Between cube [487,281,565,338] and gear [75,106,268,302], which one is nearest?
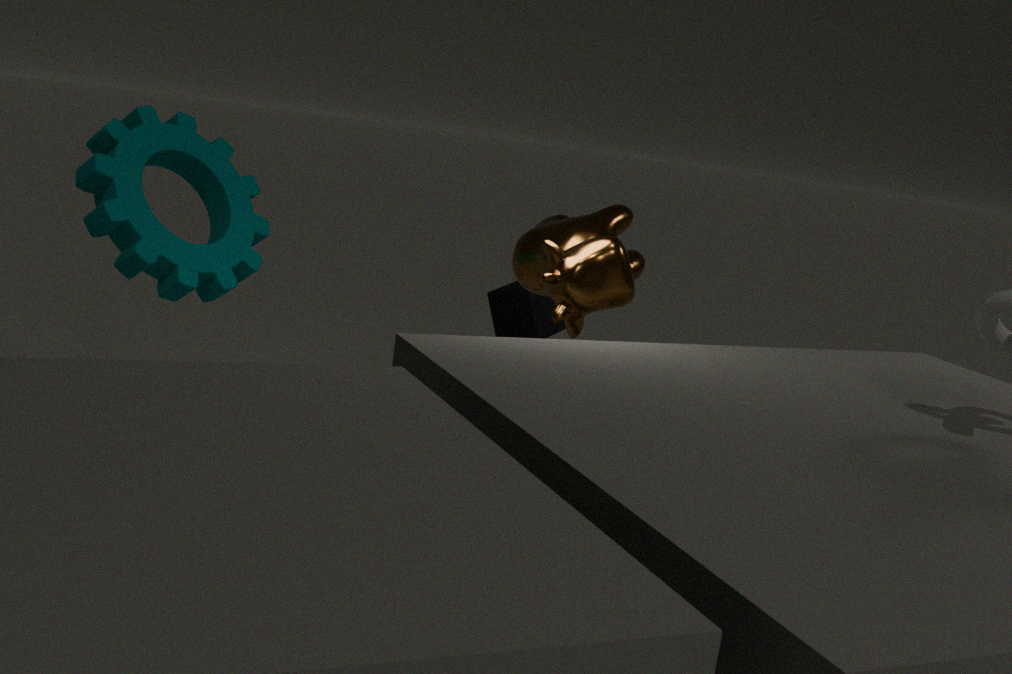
gear [75,106,268,302]
